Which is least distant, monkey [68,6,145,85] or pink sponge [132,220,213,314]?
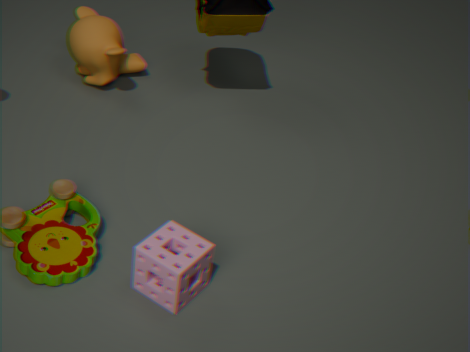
pink sponge [132,220,213,314]
